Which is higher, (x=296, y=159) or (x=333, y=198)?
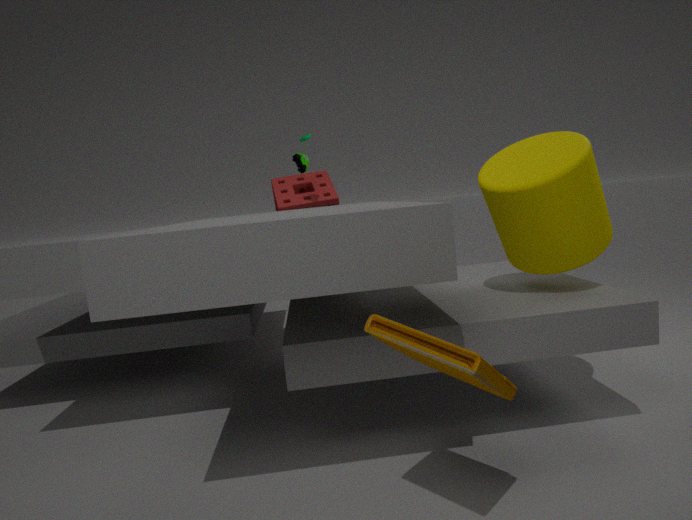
(x=296, y=159)
